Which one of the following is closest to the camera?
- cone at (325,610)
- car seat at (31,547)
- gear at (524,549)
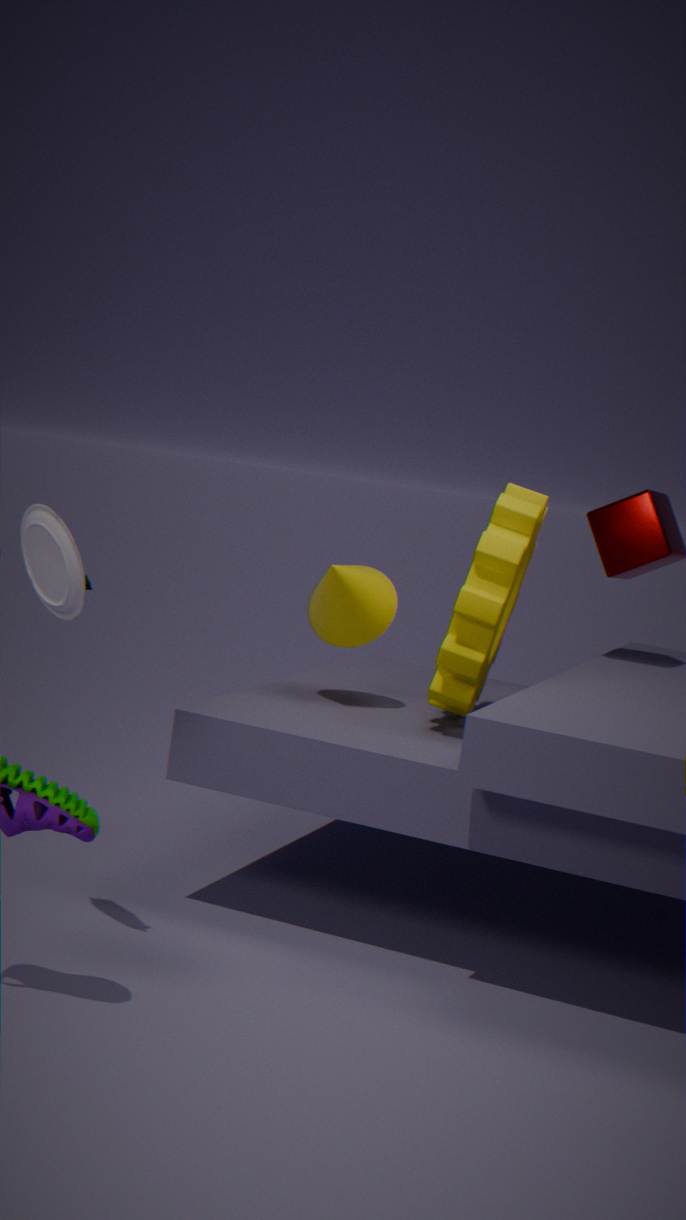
car seat at (31,547)
